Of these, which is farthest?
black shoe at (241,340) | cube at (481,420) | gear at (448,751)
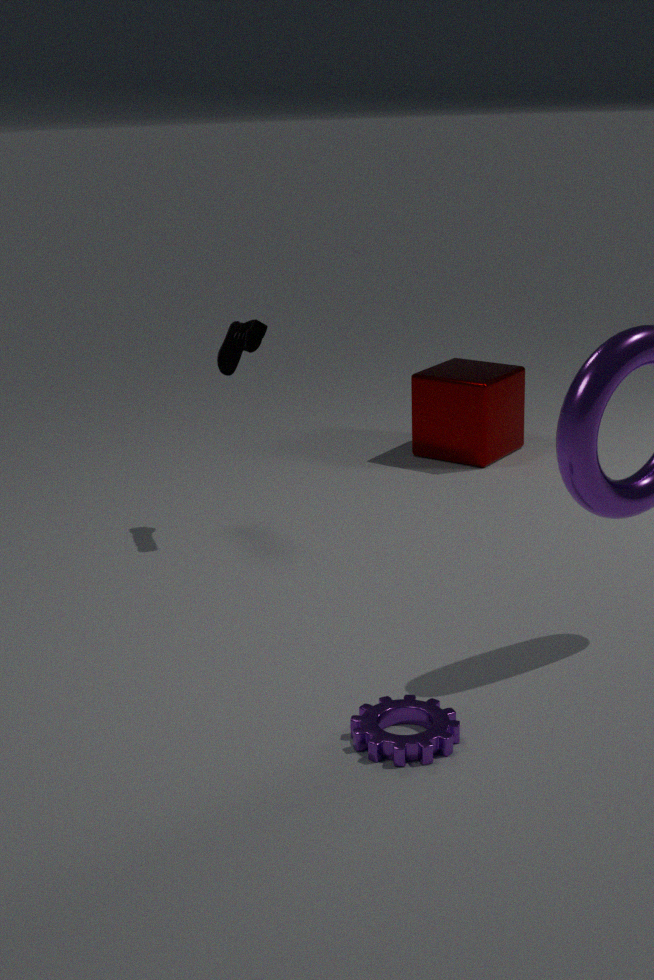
cube at (481,420)
